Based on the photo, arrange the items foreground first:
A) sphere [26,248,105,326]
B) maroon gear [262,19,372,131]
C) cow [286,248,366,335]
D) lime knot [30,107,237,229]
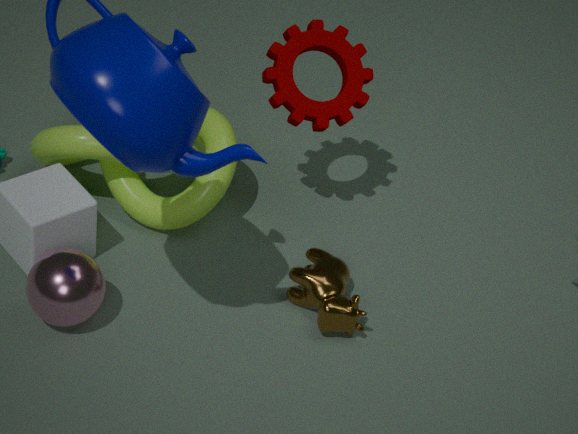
sphere [26,248,105,326] → cow [286,248,366,335] → maroon gear [262,19,372,131] → lime knot [30,107,237,229]
